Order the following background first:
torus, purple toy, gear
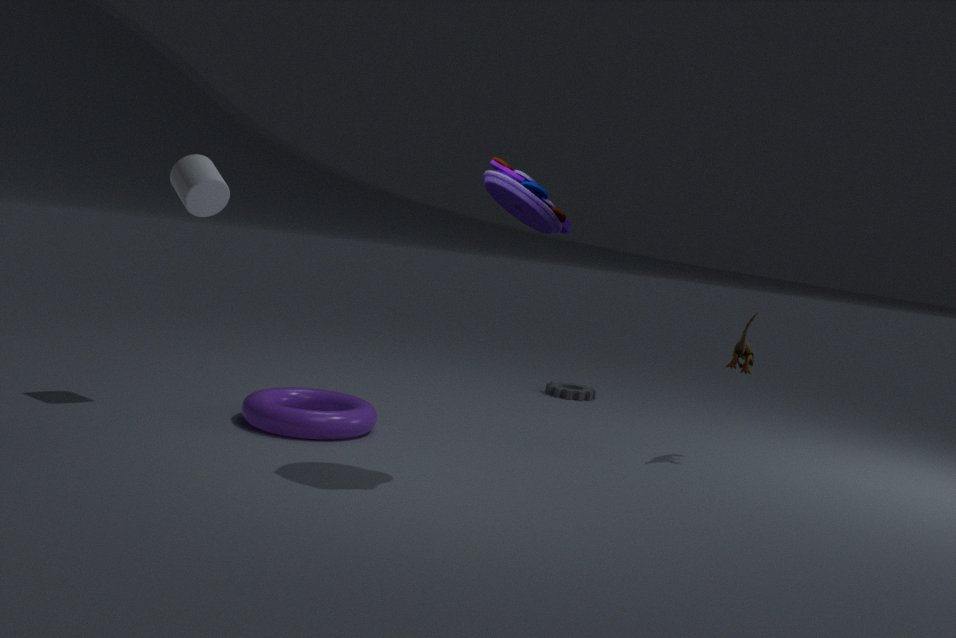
gear
torus
purple toy
